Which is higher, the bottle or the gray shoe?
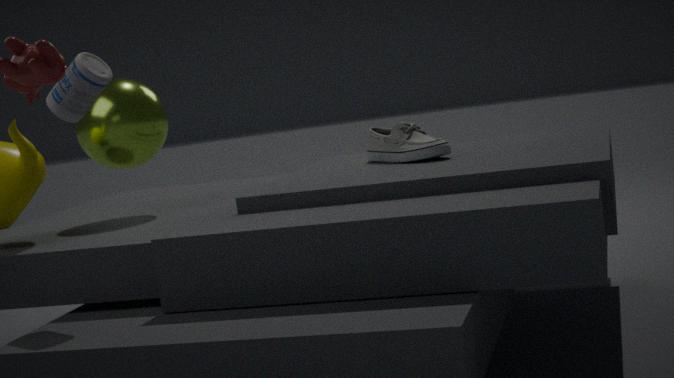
the bottle
